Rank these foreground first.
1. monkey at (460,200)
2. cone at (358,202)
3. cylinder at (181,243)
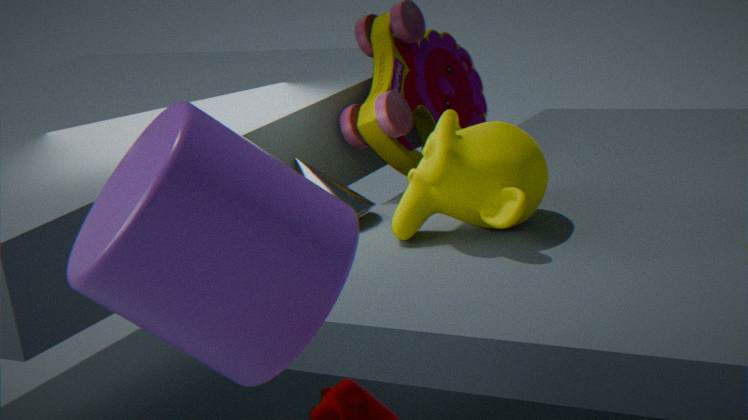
1. cylinder at (181,243)
2. monkey at (460,200)
3. cone at (358,202)
